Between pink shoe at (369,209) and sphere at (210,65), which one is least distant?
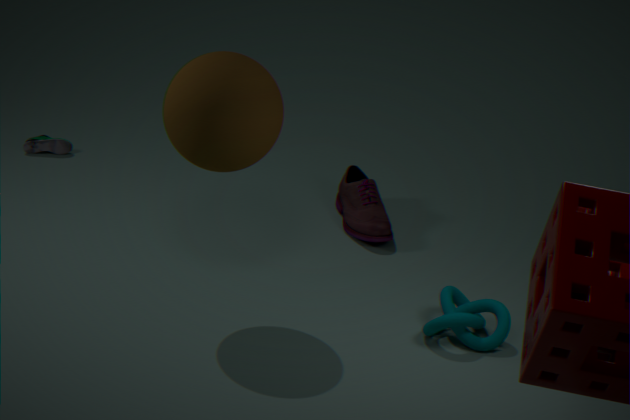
sphere at (210,65)
